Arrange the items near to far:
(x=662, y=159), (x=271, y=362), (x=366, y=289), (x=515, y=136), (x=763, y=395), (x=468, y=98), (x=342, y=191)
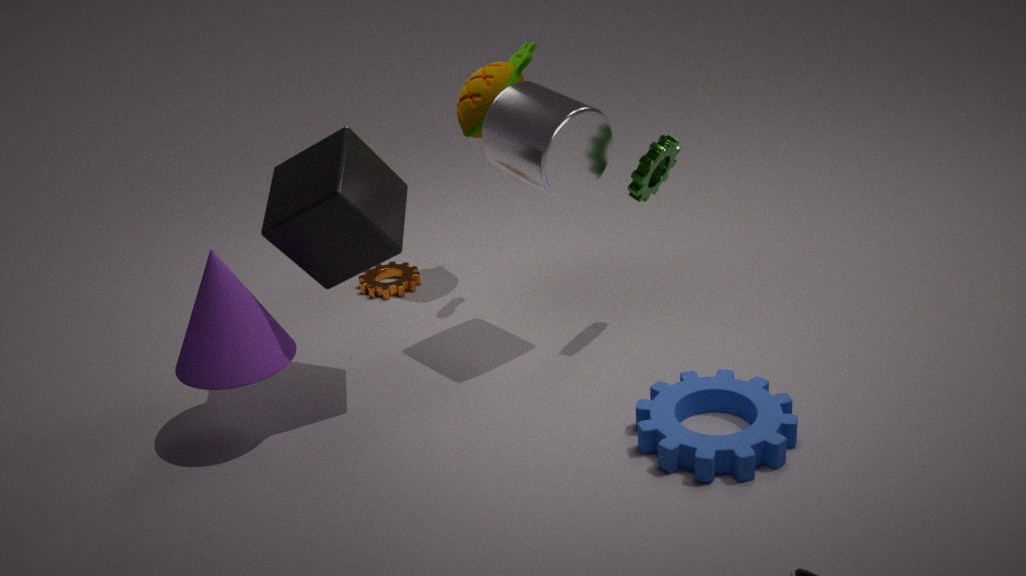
(x=342, y=191) → (x=763, y=395) → (x=271, y=362) → (x=515, y=136) → (x=662, y=159) → (x=468, y=98) → (x=366, y=289)
